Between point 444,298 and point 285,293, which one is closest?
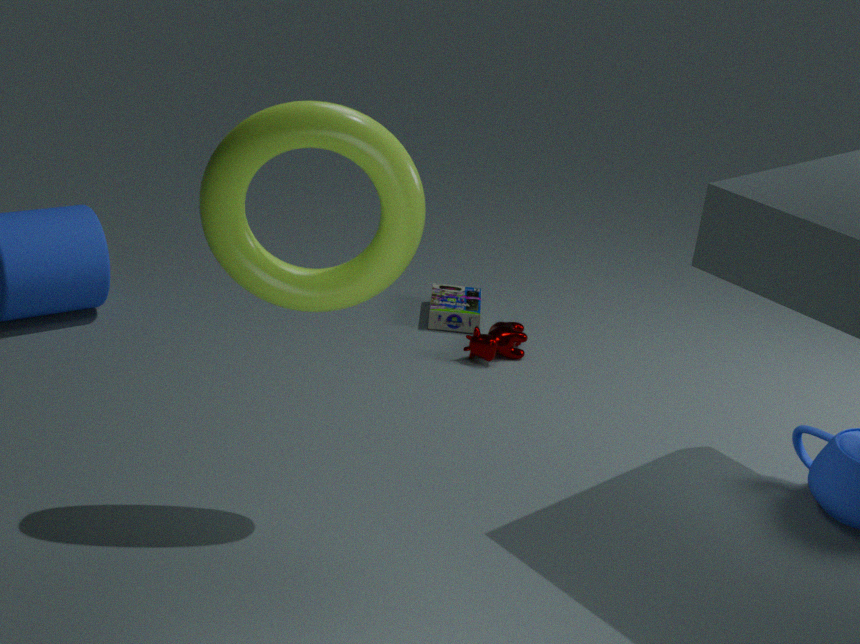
point 285,293
